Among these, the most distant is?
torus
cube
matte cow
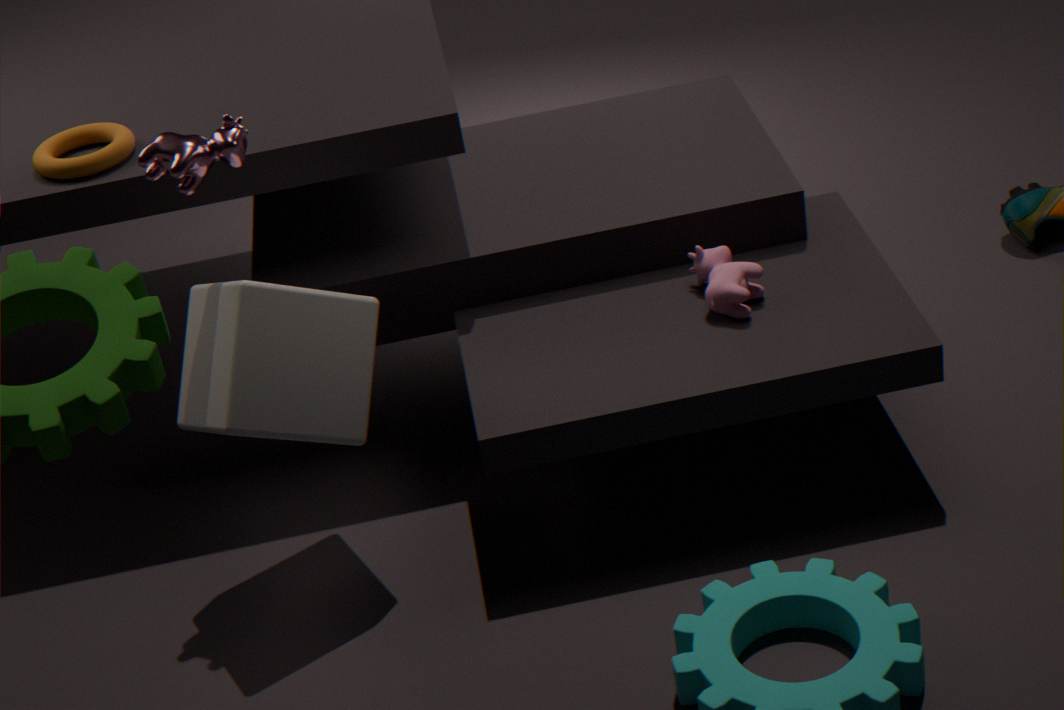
torus
